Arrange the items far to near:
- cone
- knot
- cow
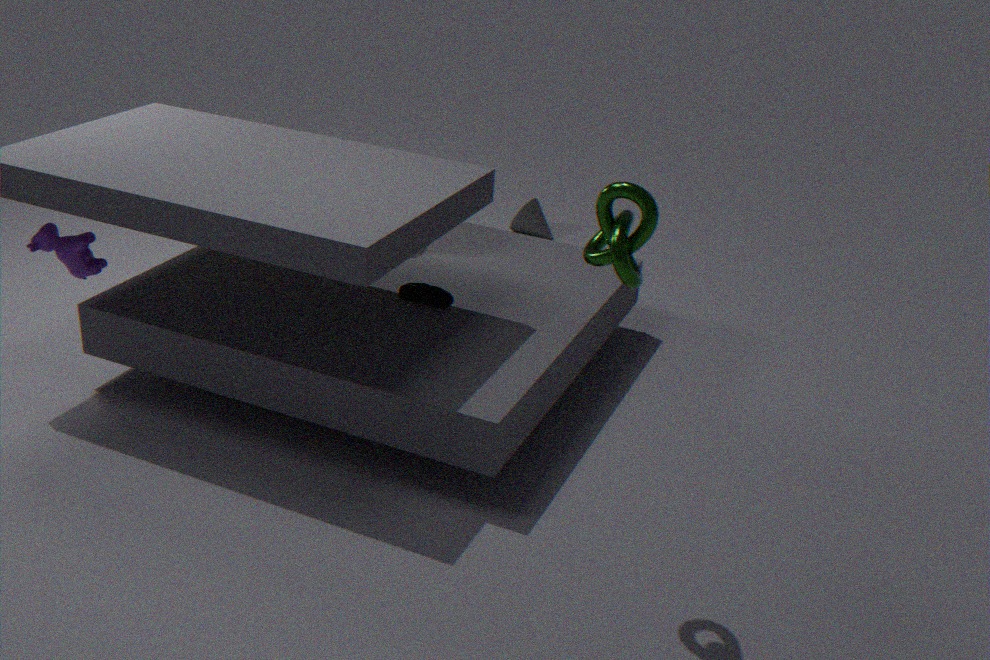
1. cone
2. cow
3. knot
